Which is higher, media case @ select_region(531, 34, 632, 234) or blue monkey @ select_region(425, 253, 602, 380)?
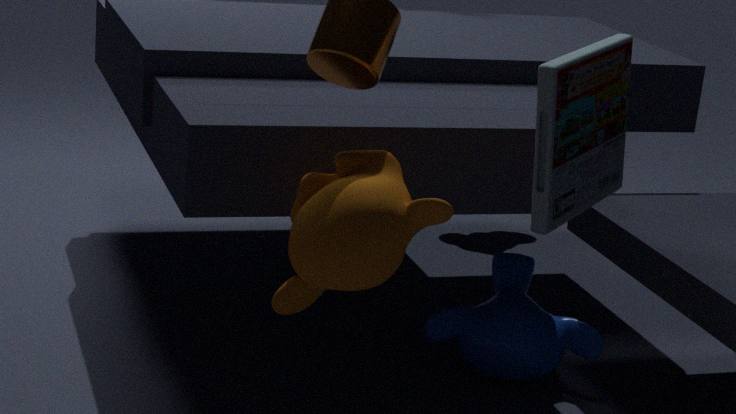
media case @ select_region(531, 34, 632, 234)
